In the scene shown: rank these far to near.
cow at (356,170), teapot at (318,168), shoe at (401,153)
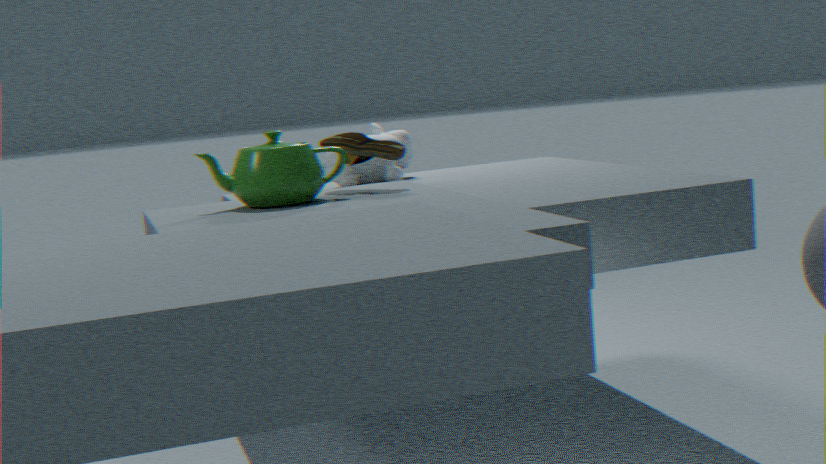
cow at (356,170) → shoe at (401,153) → teapot at (318,168)
